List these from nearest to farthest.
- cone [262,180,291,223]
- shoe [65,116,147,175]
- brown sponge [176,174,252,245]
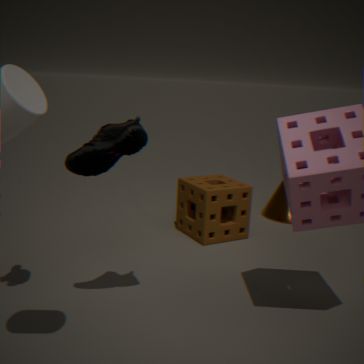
shoe [65,116,147,175], brown sponge [176,174,252,245], cone [262,180,291,223]
